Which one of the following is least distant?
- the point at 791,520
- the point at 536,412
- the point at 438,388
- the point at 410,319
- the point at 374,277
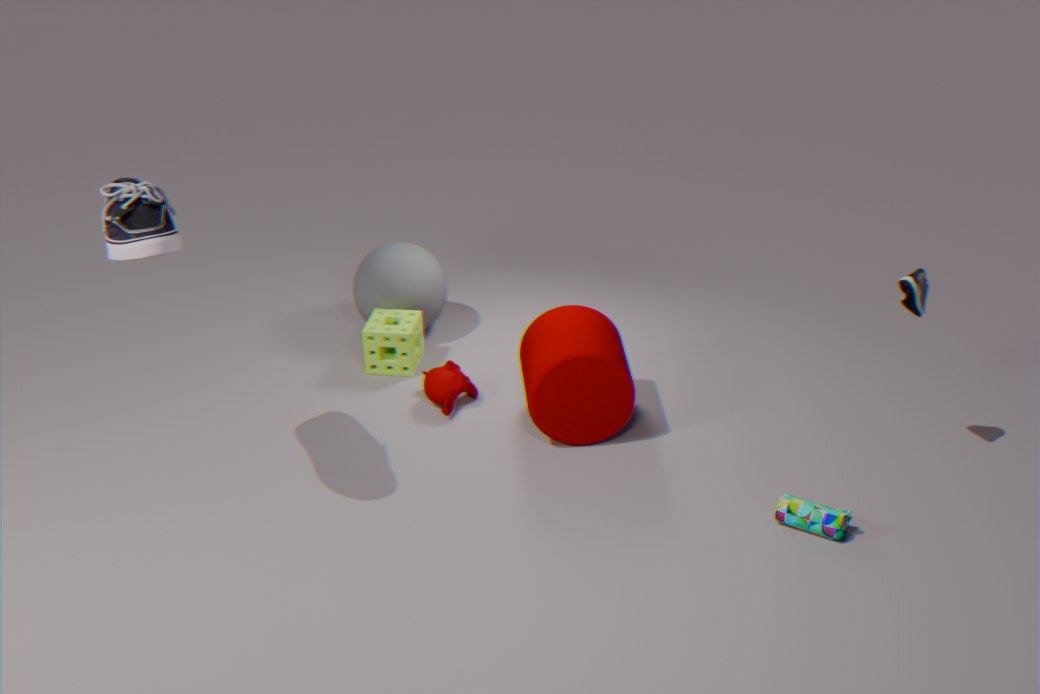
the point at 791,520
